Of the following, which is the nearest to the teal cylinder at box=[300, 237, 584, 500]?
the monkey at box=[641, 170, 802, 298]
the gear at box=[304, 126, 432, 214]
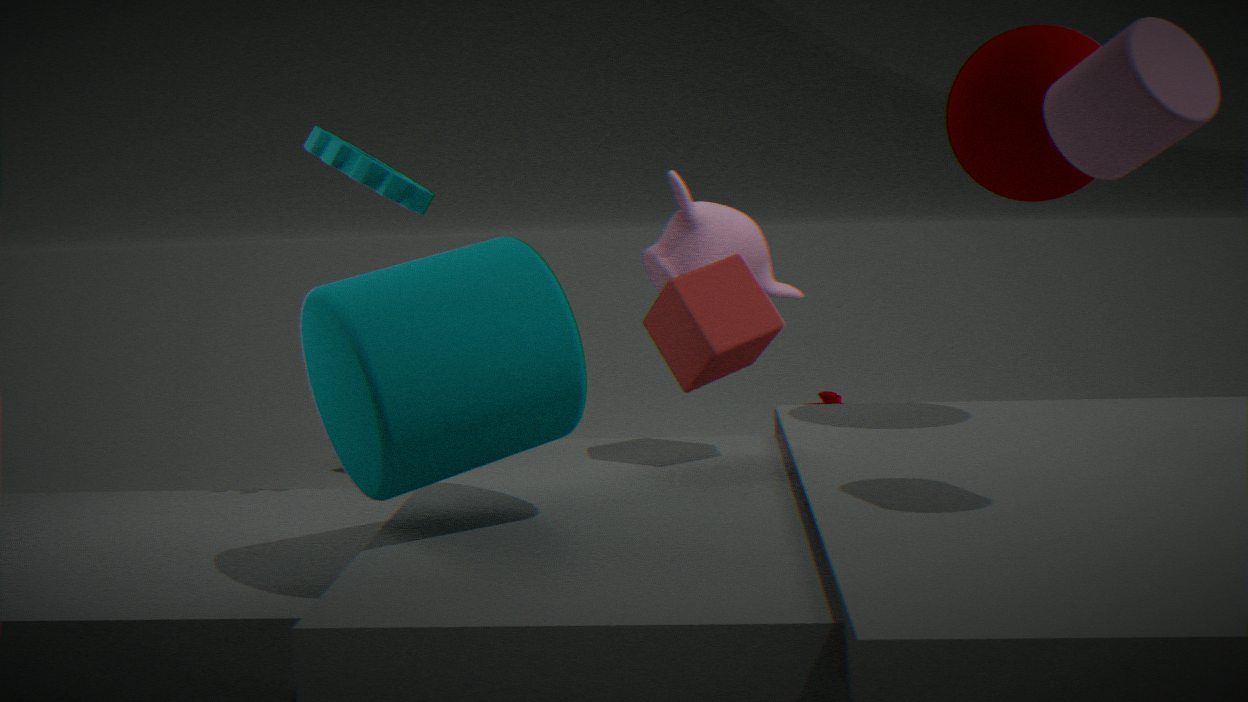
the gear at box=[304, 126, 432, 214]
